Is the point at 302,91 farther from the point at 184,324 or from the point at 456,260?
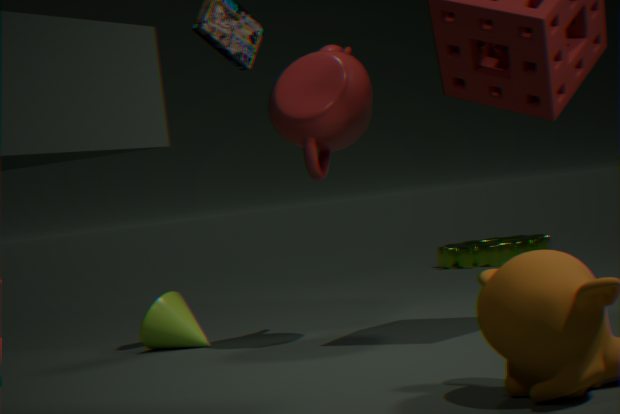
the point at 456,260
